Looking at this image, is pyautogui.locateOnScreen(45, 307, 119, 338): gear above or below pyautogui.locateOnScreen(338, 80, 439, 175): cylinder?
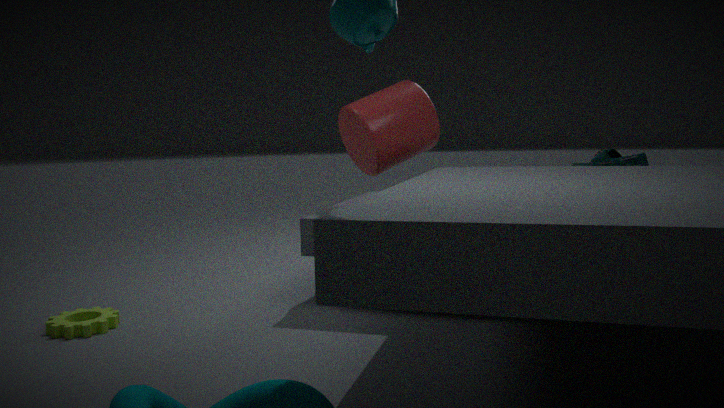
below
